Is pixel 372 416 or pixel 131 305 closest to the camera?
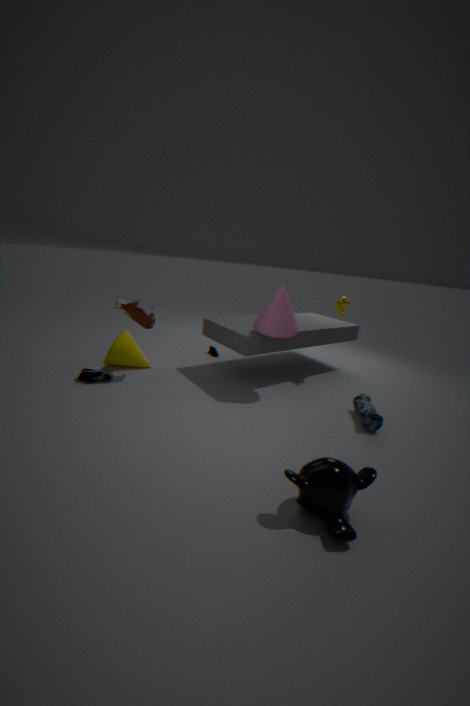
pixel 372 416
